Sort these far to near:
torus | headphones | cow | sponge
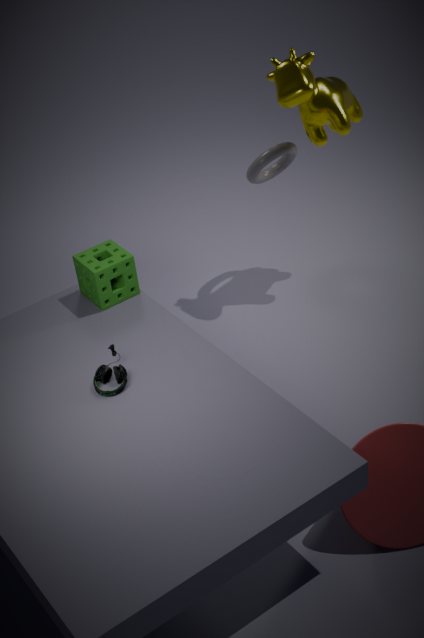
torus → cow → sponge → headphones
